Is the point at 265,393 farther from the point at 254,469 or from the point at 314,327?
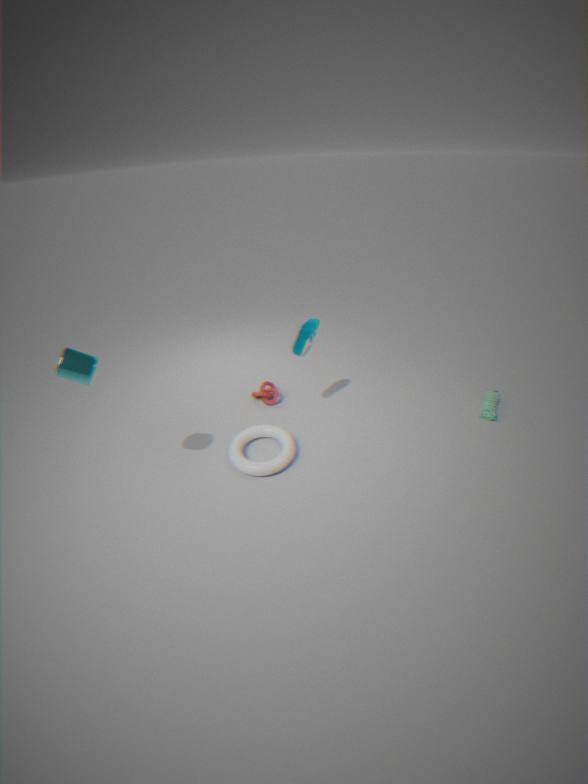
the point at 314,327
